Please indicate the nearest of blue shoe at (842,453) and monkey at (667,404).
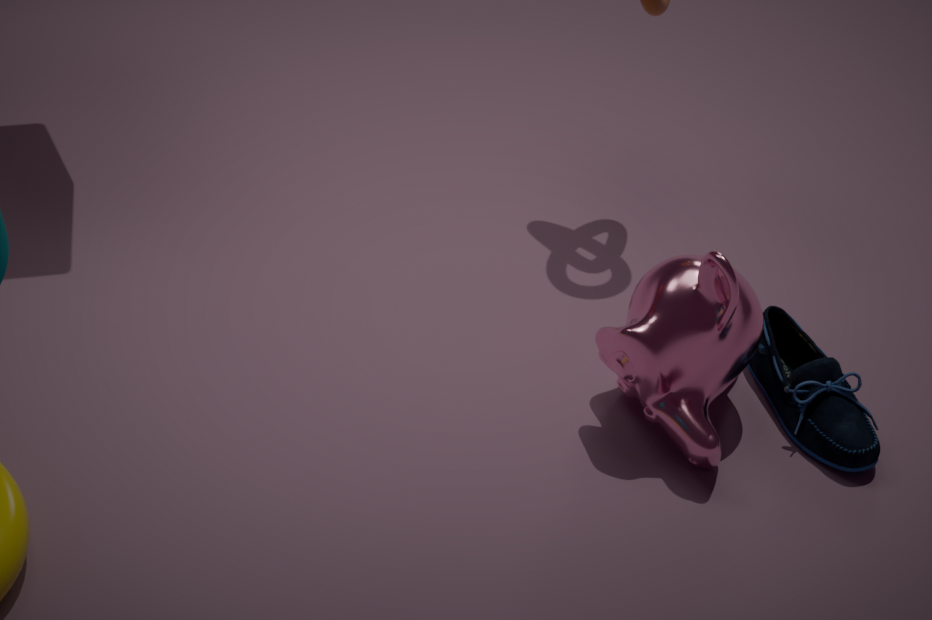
monkey at (667,404)
